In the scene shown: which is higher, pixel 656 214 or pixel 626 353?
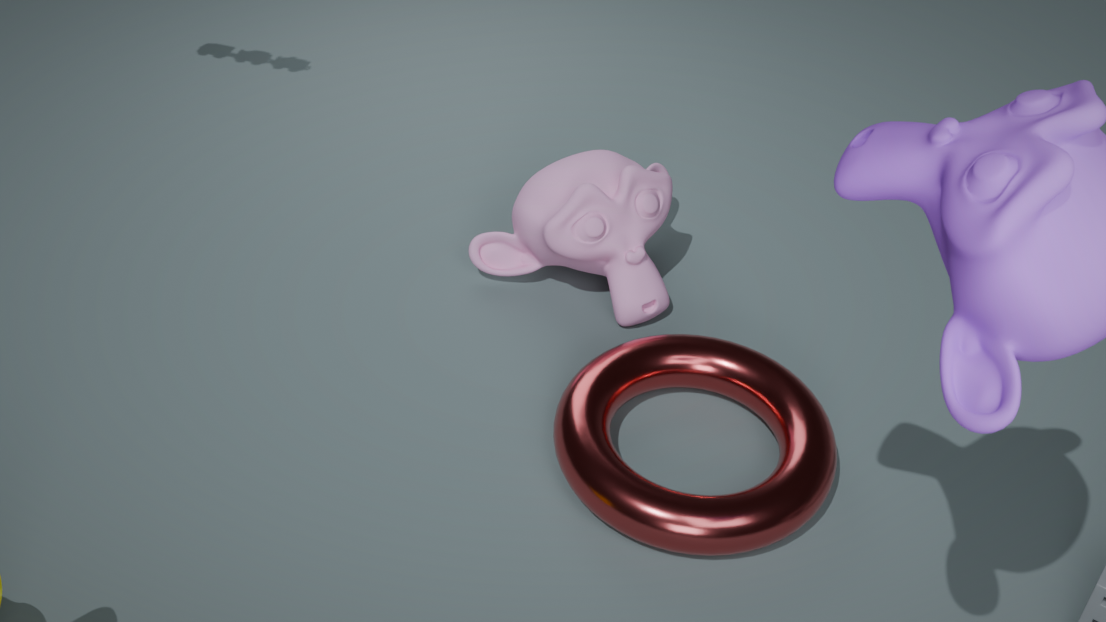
pixel 656 214
